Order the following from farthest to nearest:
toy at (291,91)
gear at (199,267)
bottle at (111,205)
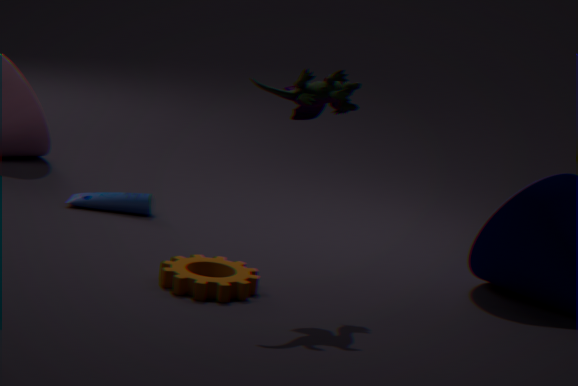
1. bottle at (111,205)
2. gear at (199,267)
3. toy at (291,91)
